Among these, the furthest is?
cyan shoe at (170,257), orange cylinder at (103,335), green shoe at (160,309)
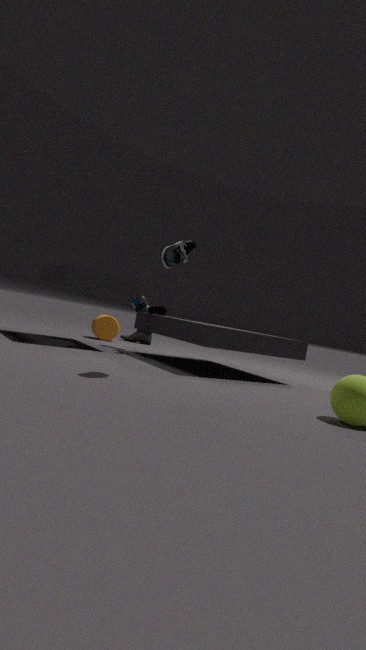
orange cylinder at (103,335)
